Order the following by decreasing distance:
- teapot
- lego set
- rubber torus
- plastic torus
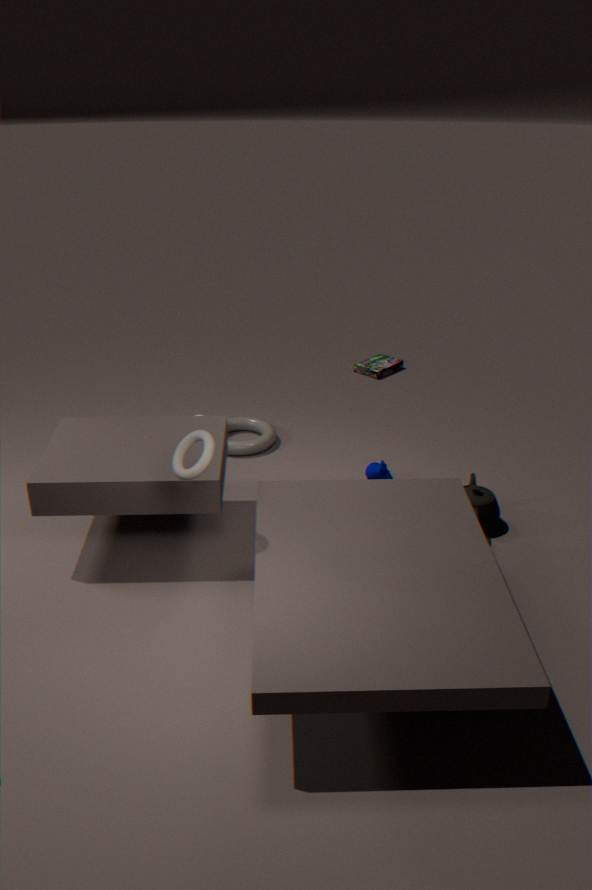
lego set → plastic torus → teapot → rubber torus
